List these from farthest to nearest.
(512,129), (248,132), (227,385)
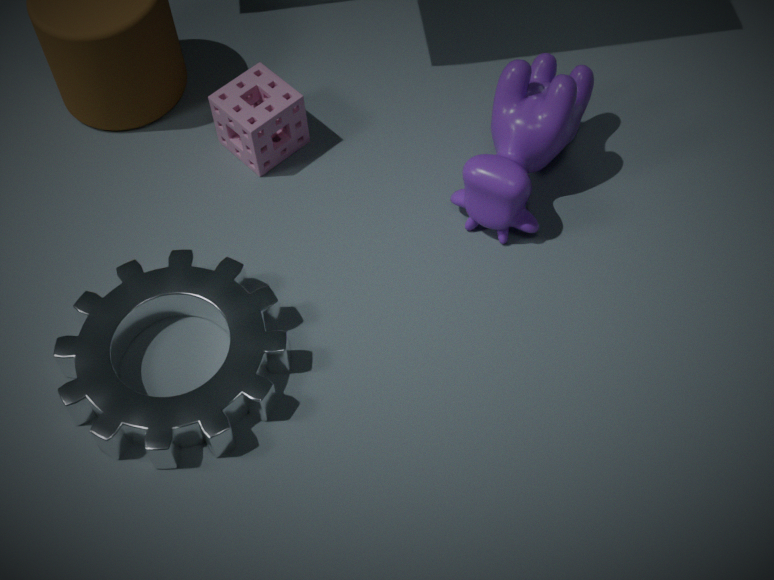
(248,132) < (512,129) < (227,385)
